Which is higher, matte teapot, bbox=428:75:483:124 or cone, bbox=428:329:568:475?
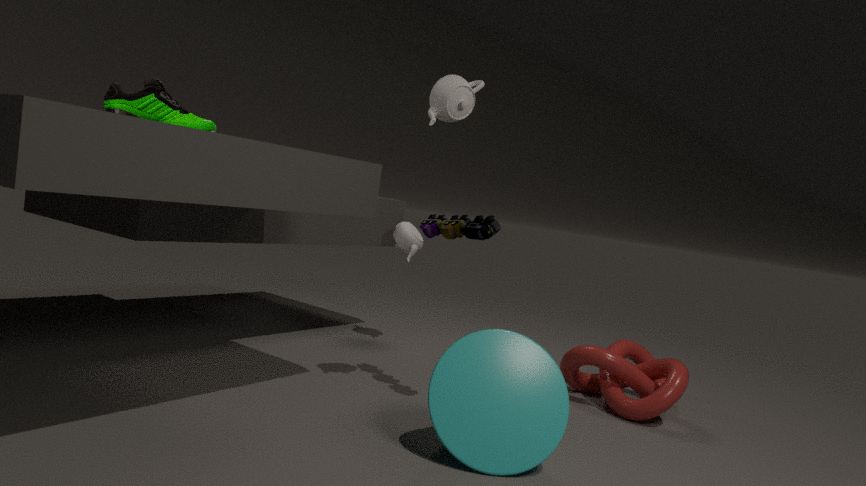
matte teapot, bbox=428:75:483:124
